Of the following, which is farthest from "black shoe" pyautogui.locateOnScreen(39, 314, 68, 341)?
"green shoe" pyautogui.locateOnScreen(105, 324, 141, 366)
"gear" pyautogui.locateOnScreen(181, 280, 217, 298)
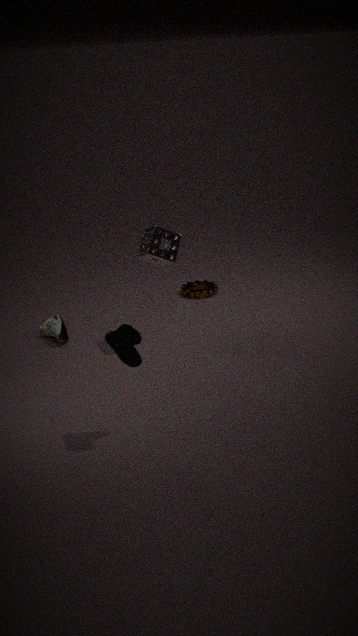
"green shoe" pyautogui.locateOnScreen(105, 324, 141, 366)
